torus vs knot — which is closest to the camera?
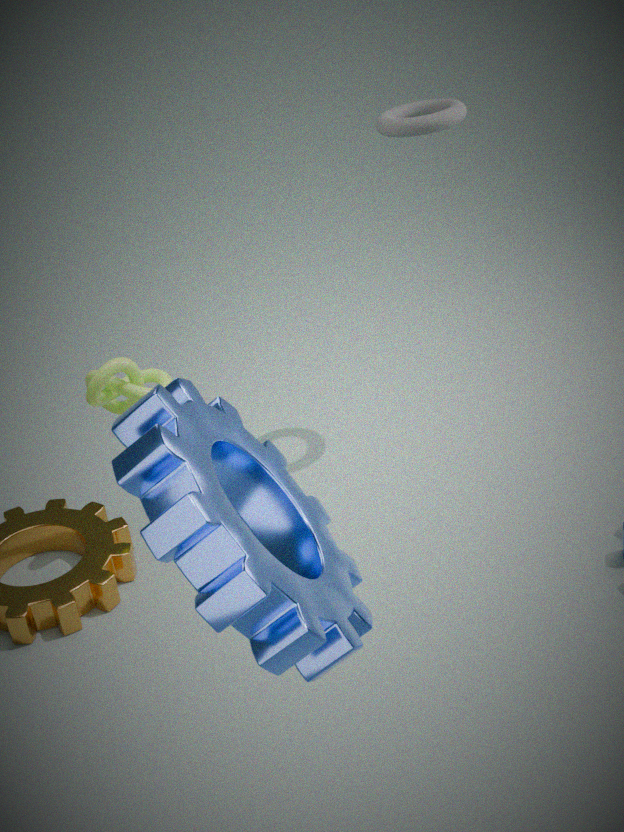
knot
